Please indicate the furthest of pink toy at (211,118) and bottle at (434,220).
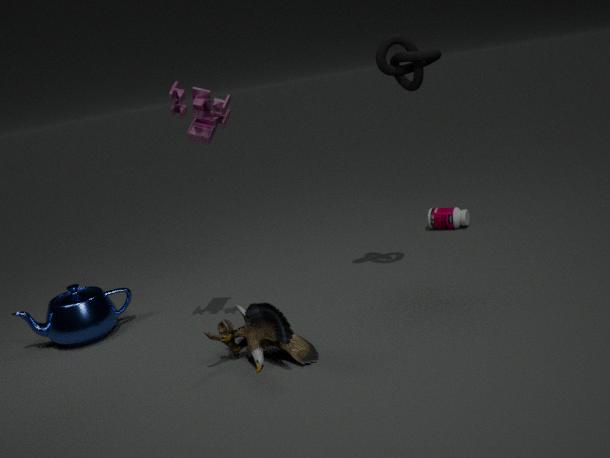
bottle at (434,220)
